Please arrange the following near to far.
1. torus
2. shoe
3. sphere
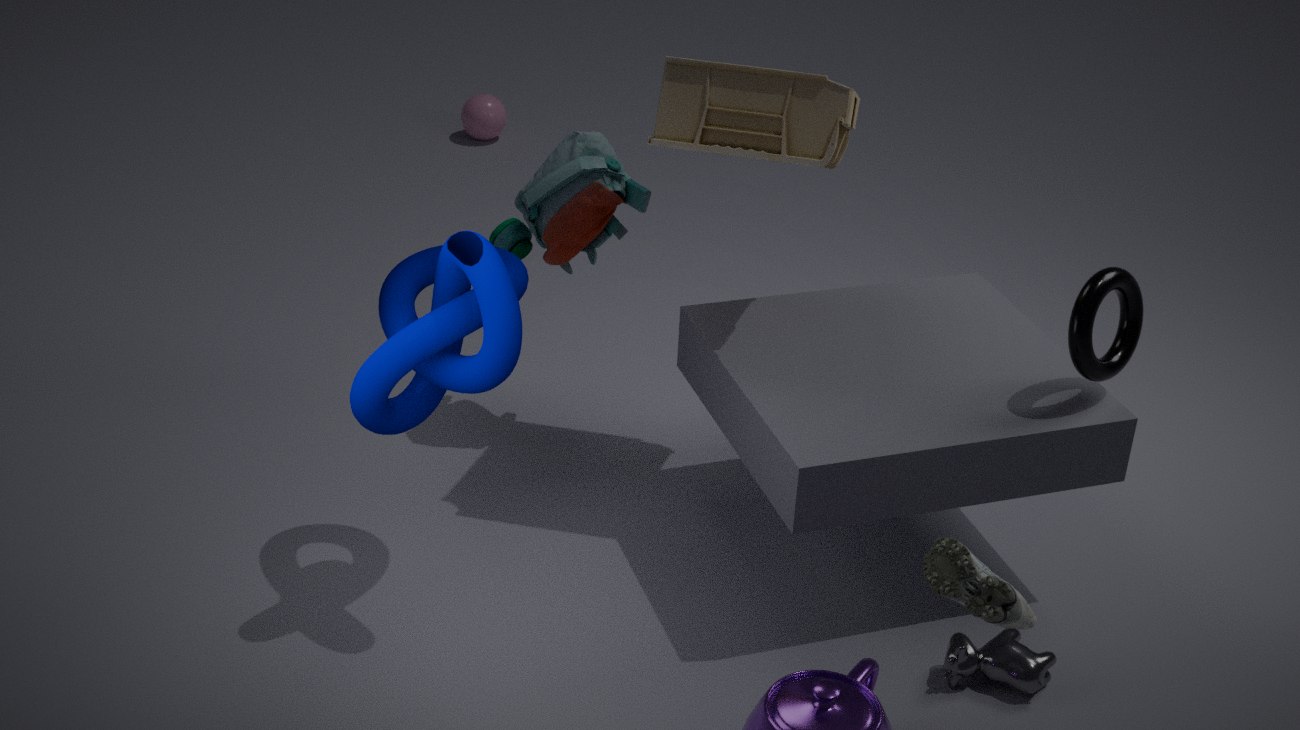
shoe < torus < sphere
